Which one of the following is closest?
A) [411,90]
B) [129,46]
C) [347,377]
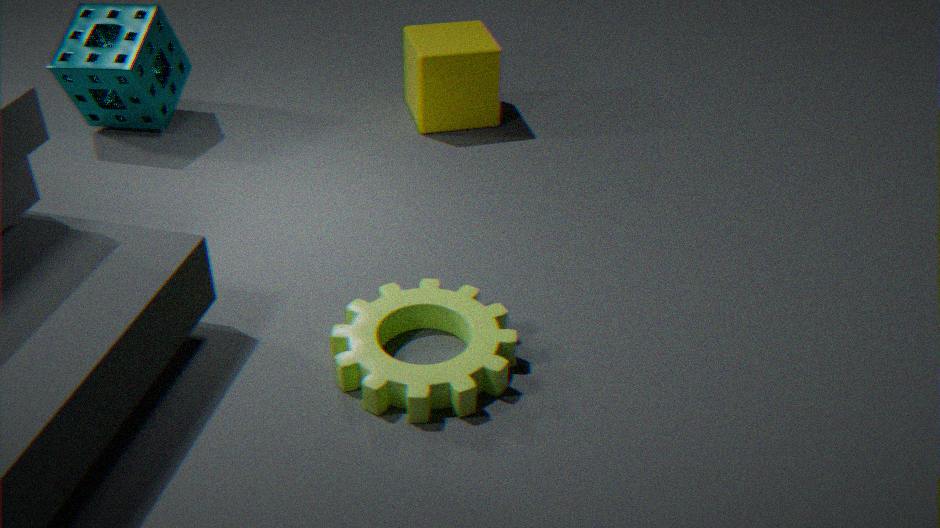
[347,377]
